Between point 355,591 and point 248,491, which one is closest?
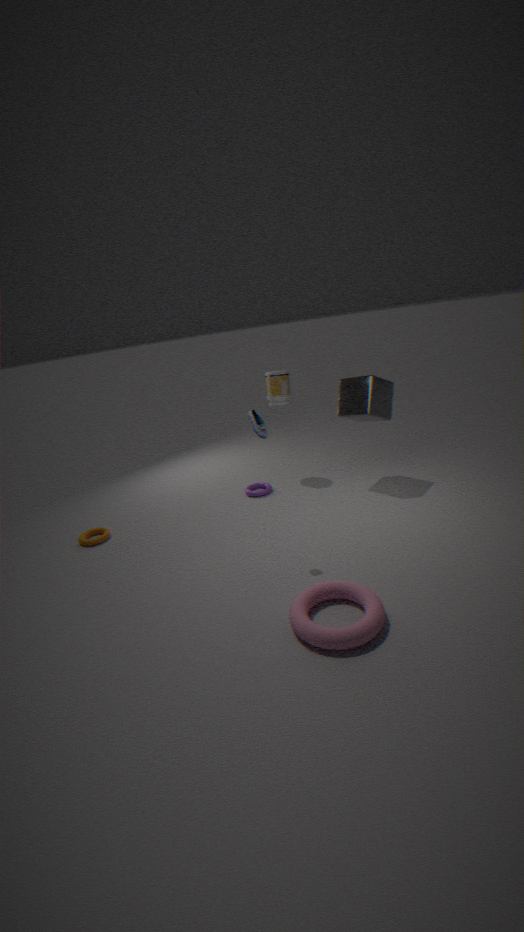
point 355,591
